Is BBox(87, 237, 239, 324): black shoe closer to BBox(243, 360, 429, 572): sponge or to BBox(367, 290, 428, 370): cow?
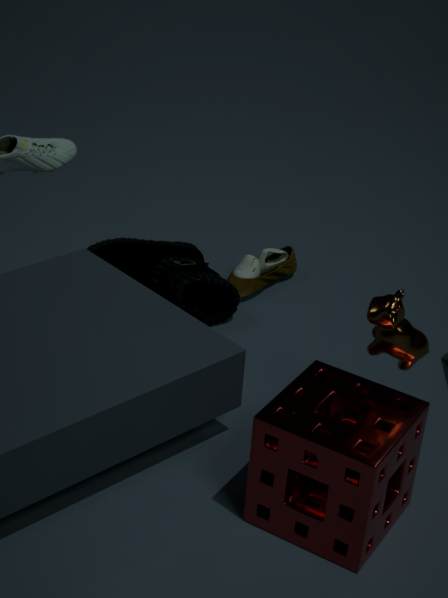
BBox(243, 360, 429, 572): sponge
